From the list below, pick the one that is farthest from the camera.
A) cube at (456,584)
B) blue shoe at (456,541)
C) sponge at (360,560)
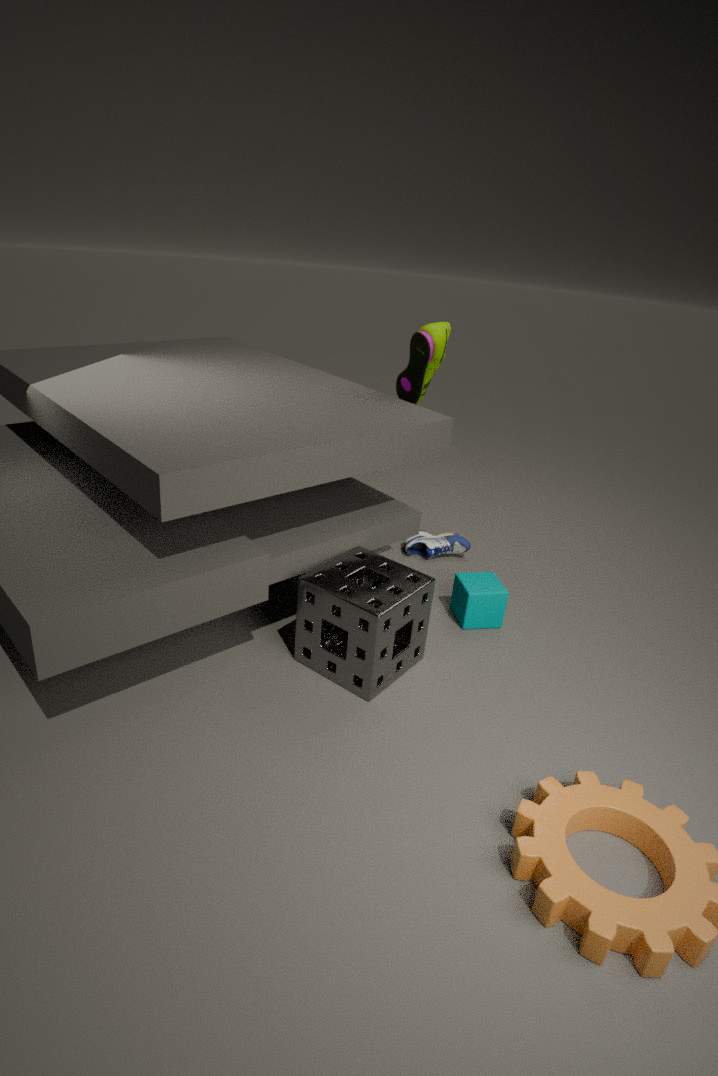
blue shoe at (456,541)
